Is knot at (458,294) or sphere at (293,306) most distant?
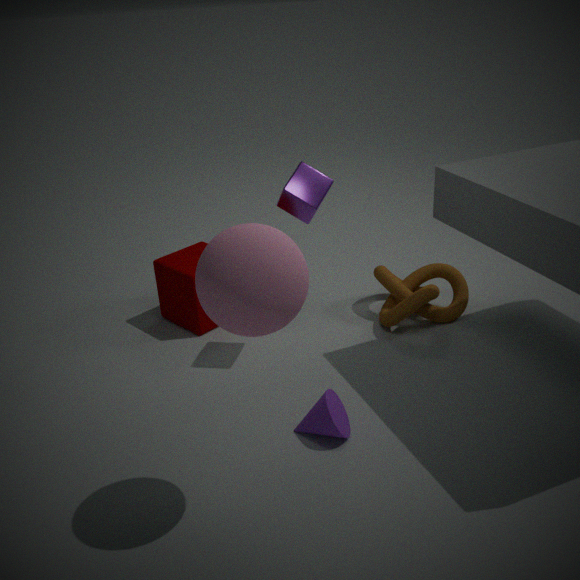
knot at (458,294)
